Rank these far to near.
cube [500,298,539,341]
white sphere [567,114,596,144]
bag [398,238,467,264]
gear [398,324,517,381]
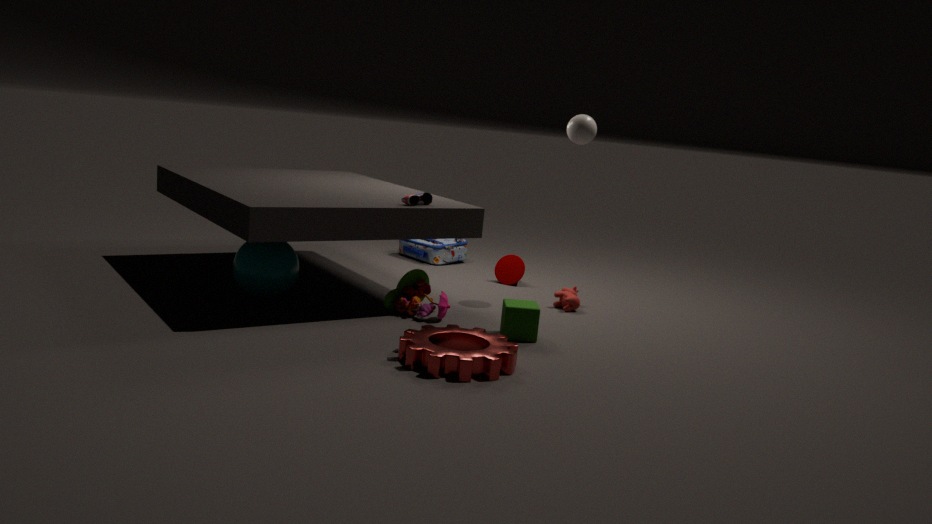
1. bag [398,238,467,264]
2. white sphere [567,114,596,144]
3. cube [500,298,539,341]
4. gear [398,324,517,381]
